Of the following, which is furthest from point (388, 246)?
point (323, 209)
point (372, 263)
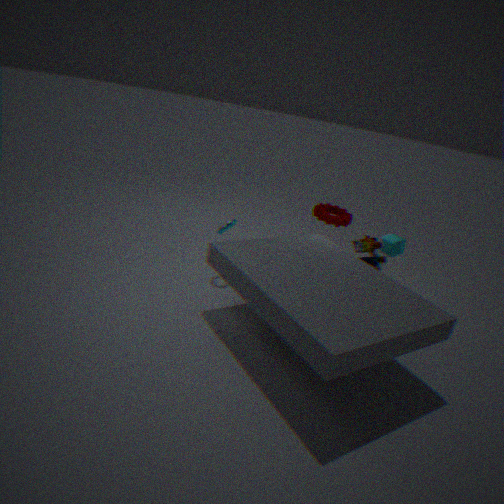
point (323, 209)
